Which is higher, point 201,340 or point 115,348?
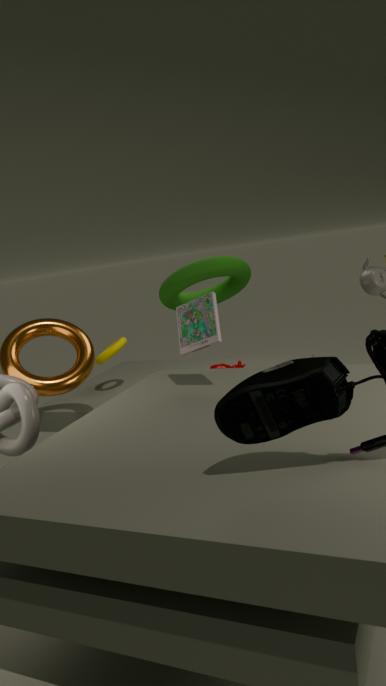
point 201,340
